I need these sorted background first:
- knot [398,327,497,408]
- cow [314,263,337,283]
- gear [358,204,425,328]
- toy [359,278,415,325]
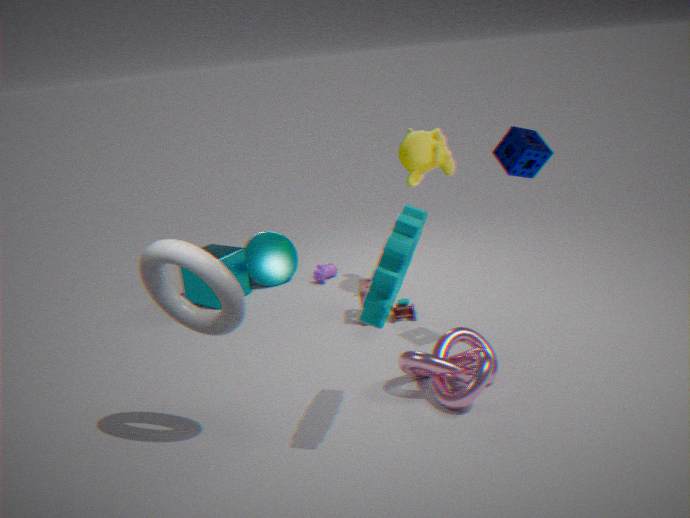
cow [314,263,337,283], toy [359,278,415,325], knot [398,327,497,408], gear [358,204,425,328]
